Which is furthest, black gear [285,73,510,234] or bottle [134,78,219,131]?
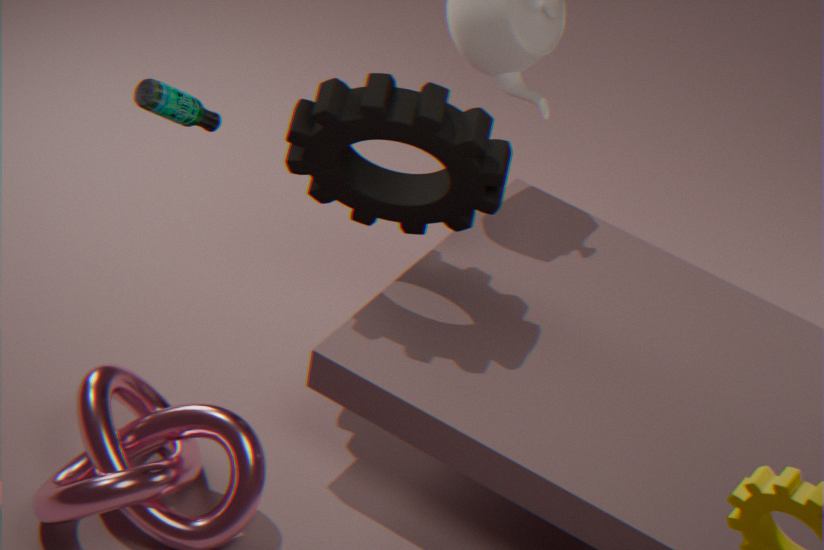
black gear [285,73,510,234]
